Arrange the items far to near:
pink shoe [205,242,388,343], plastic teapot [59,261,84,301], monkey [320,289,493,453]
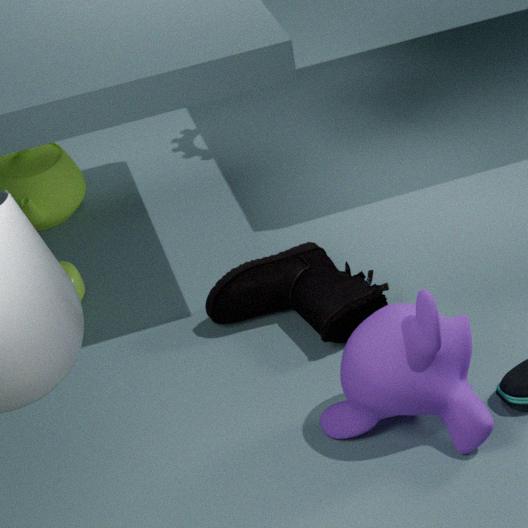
1. plastic teapot [59,261,84,301]
2. pink shoe [205,242,388,343]
3. monkey [320,289,493,453]
